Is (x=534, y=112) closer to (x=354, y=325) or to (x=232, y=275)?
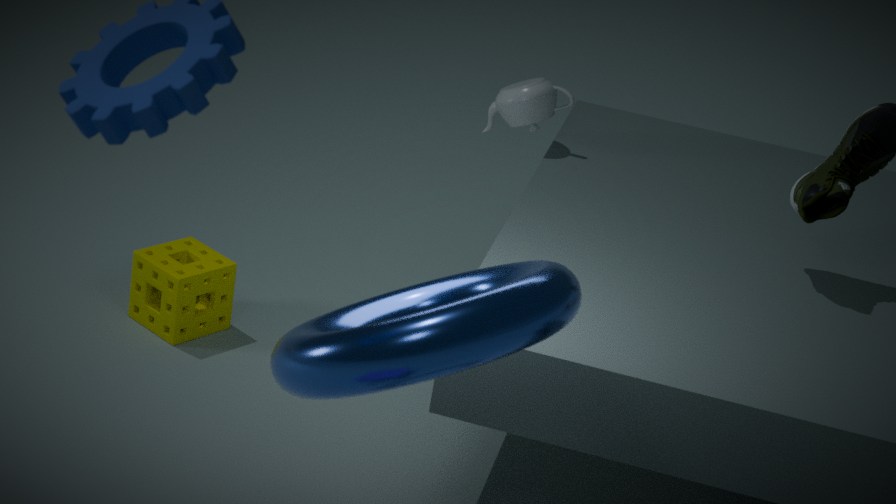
(x=232, y=275)
